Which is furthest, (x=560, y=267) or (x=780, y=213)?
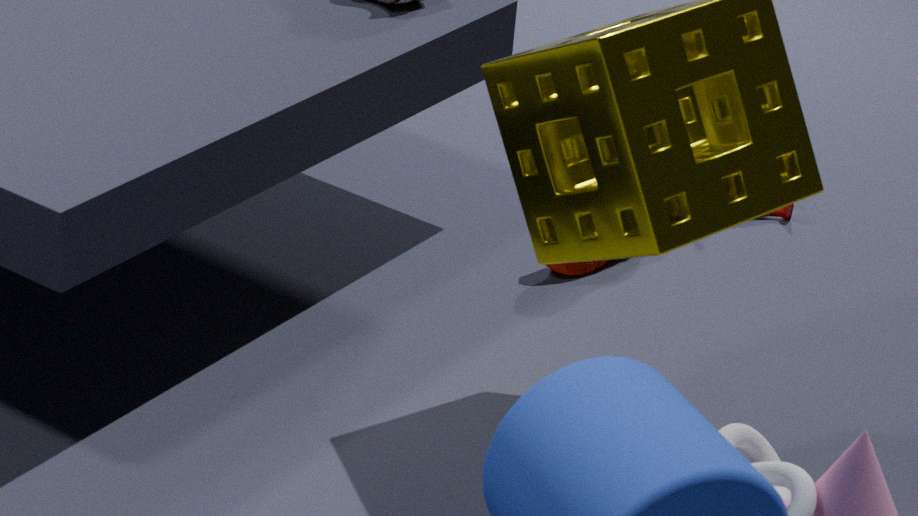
(x=780, y=213)
